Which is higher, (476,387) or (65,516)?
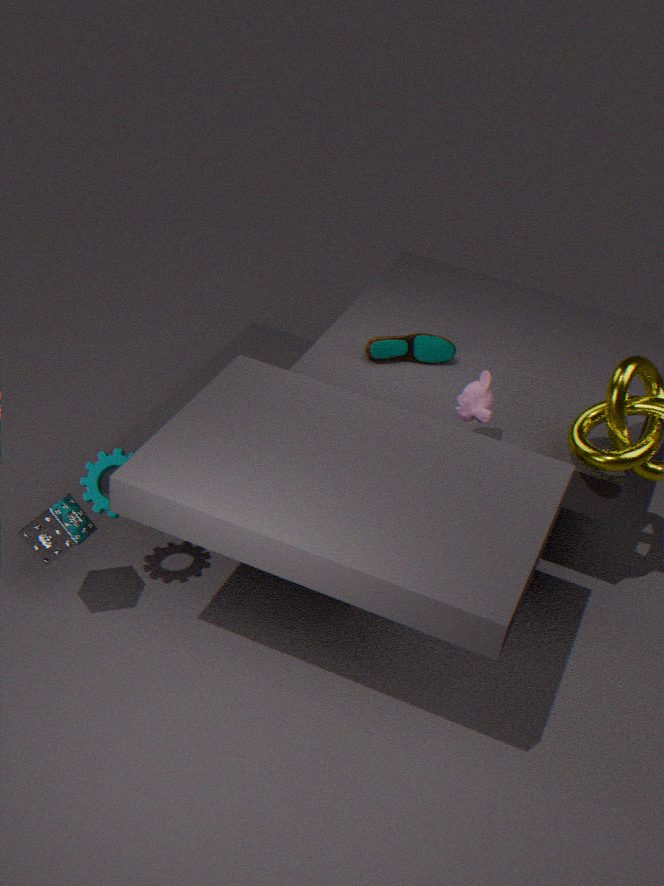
(476,387)
